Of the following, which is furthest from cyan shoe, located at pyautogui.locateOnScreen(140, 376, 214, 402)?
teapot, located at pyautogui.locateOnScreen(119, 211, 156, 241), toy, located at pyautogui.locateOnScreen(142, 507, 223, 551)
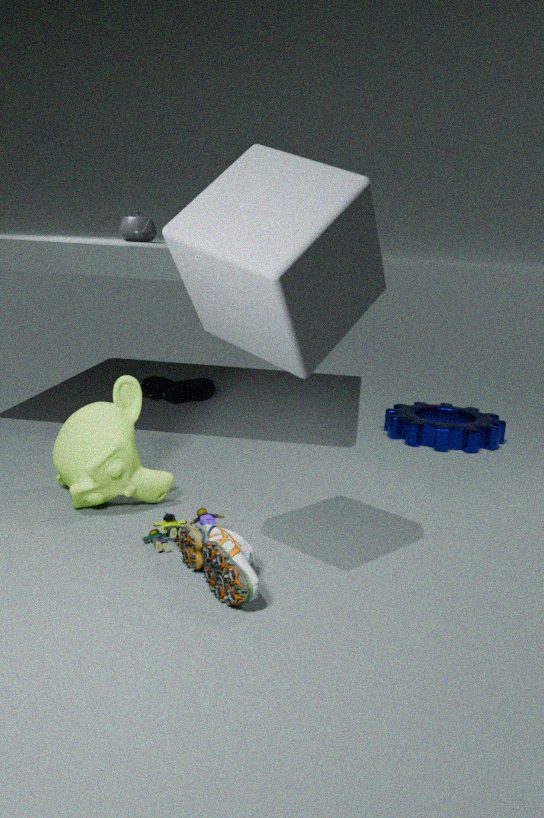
toy, located at pyautogui.locateOnScreen(142, 507, 223, 551)
